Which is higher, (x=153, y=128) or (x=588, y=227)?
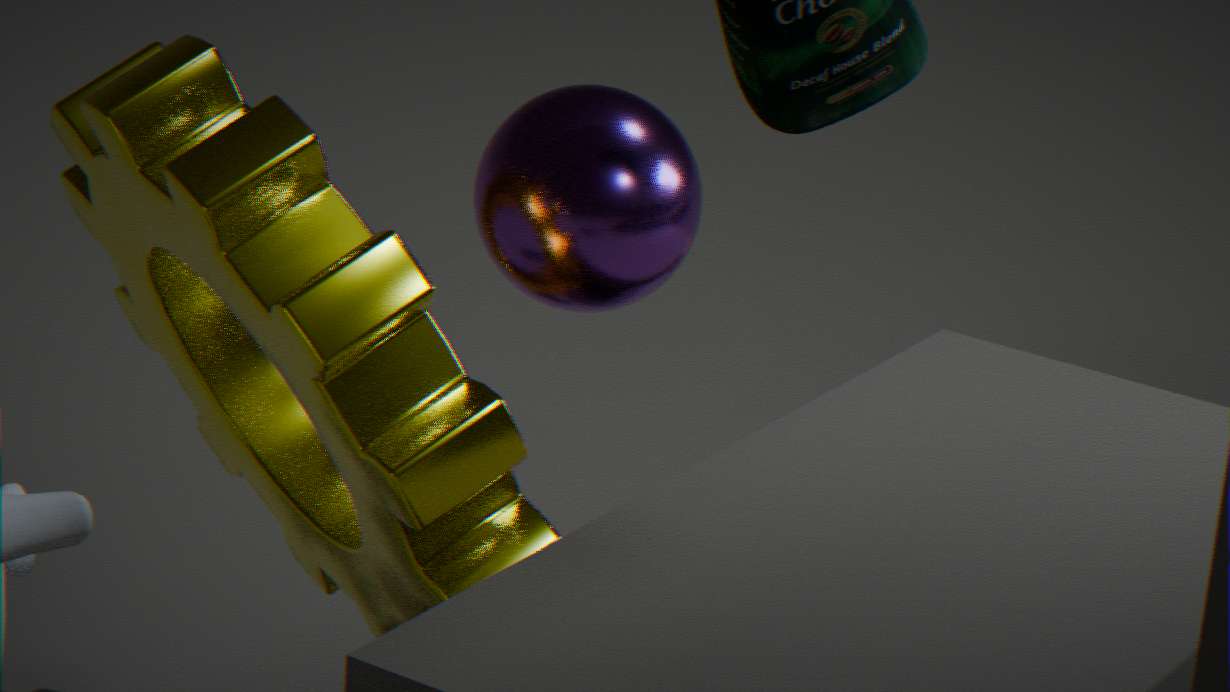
(x=588, y=227)
